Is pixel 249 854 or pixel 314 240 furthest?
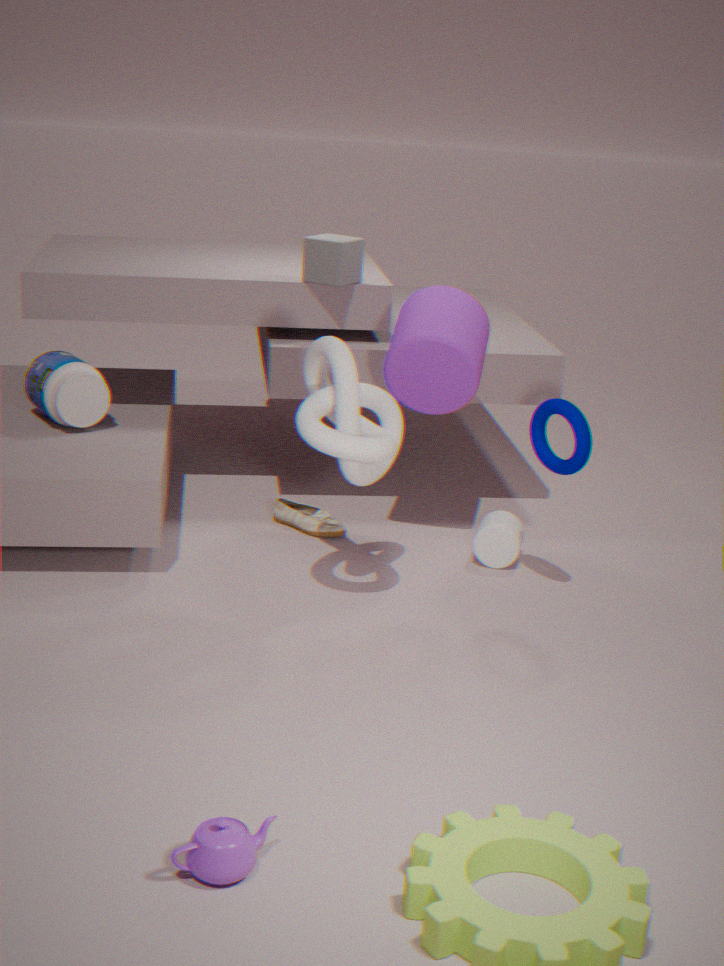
pixel 314 240
